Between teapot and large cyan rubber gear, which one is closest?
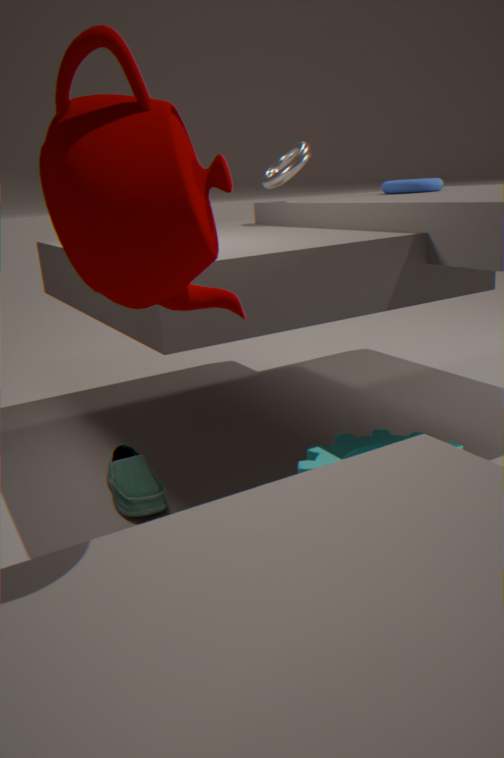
teapot
